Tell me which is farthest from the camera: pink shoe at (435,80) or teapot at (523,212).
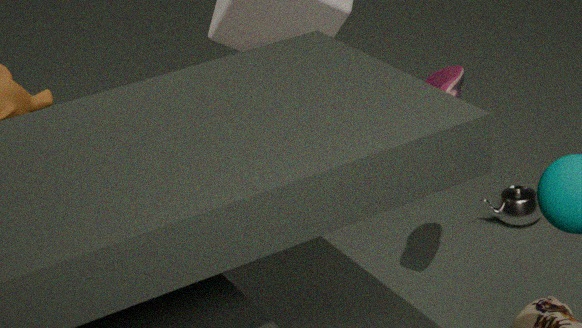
teapot at (523,212)
